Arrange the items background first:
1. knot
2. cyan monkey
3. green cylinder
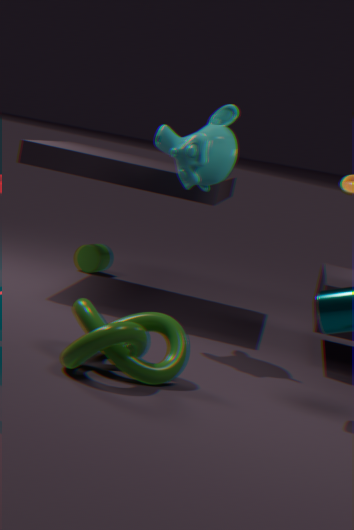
1. green cylinder
2. cyan monkey
3. knot
